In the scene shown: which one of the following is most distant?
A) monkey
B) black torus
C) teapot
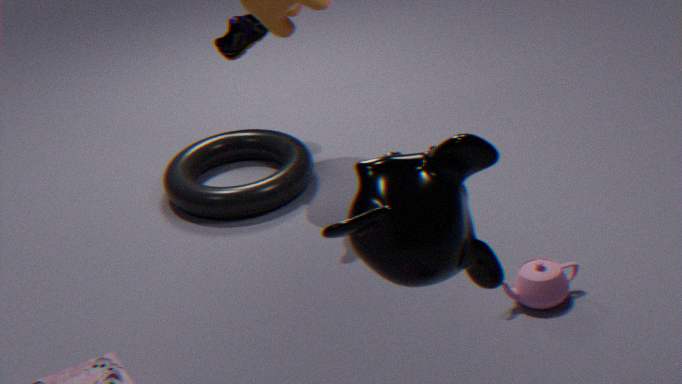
black torus
